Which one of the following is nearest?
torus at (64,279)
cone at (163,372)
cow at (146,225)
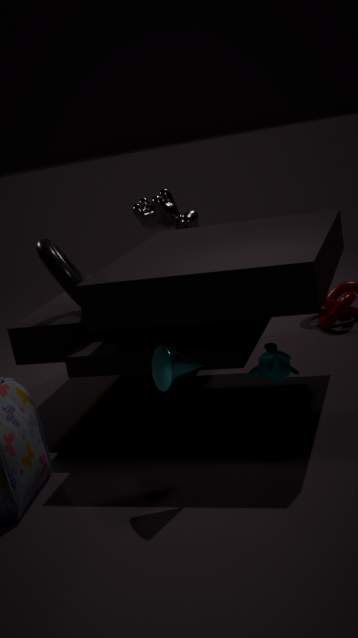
cone at (163,372)
